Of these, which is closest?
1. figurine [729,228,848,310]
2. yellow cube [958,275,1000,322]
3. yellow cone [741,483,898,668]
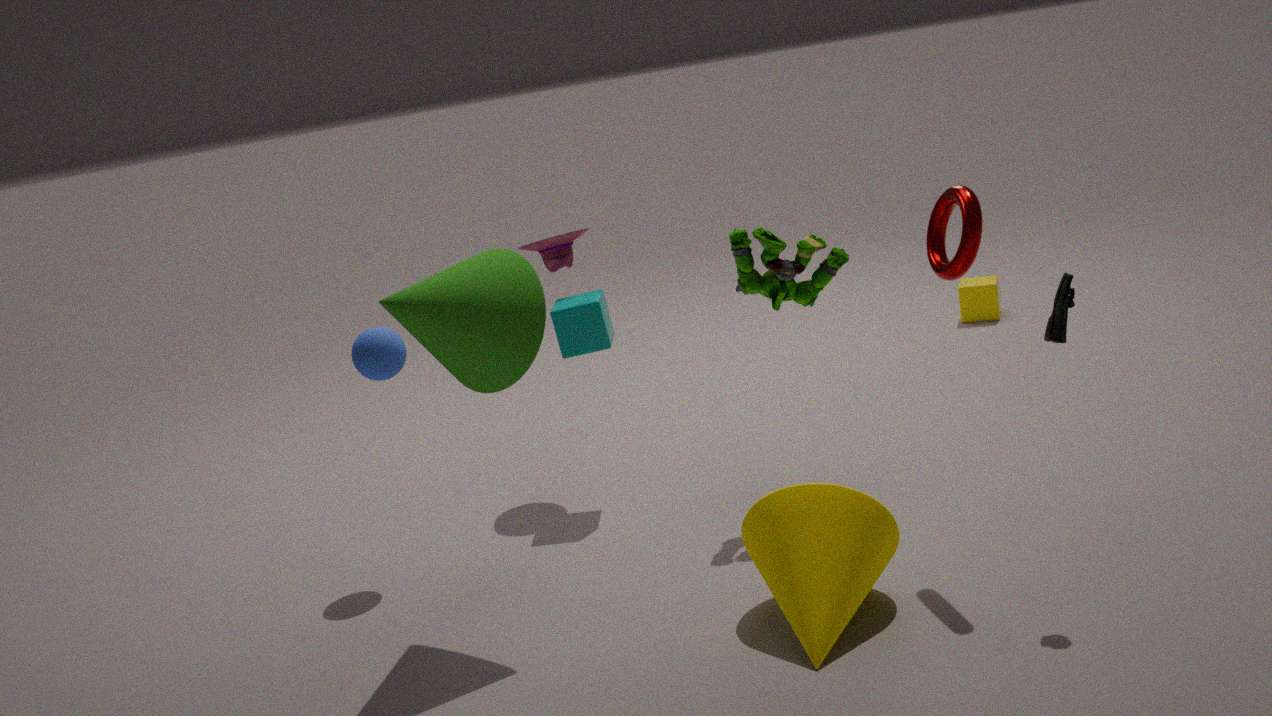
yellow cone [741,483,898,668]
